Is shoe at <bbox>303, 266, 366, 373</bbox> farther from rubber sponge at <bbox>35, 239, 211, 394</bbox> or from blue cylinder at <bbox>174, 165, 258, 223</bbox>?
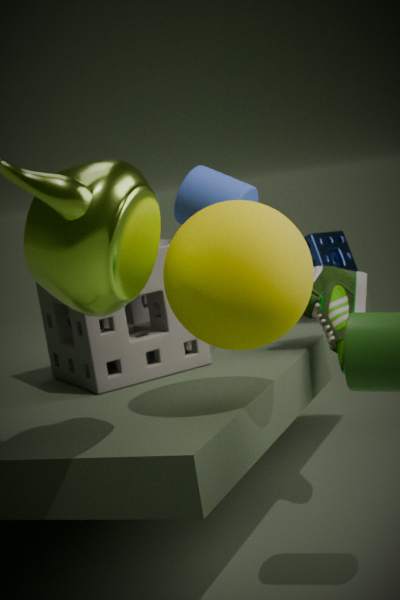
rubber sponge at <bbox>35, 239, 211, 394</bbox>
